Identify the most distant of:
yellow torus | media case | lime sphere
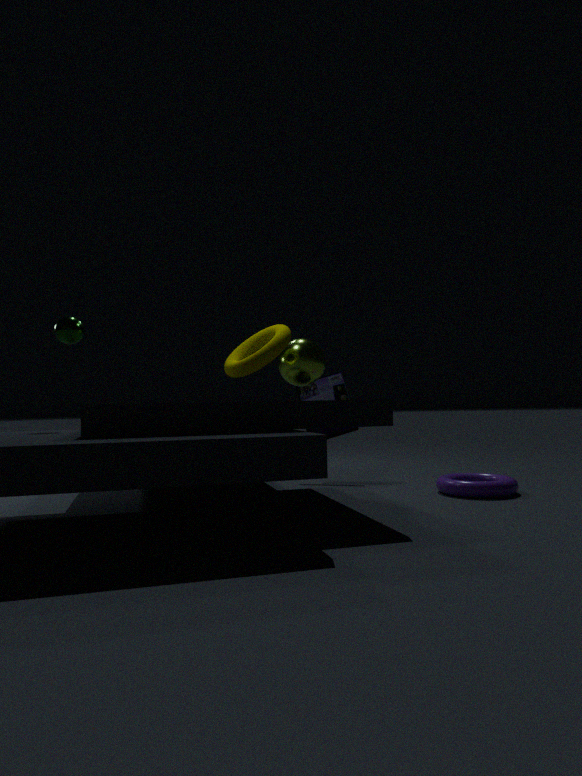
media case
